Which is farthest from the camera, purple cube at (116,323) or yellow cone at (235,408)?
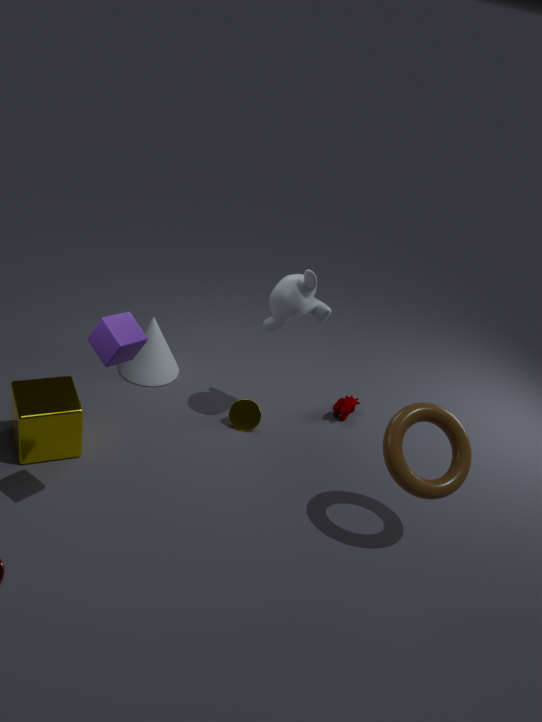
yellow cone at (235,408)
